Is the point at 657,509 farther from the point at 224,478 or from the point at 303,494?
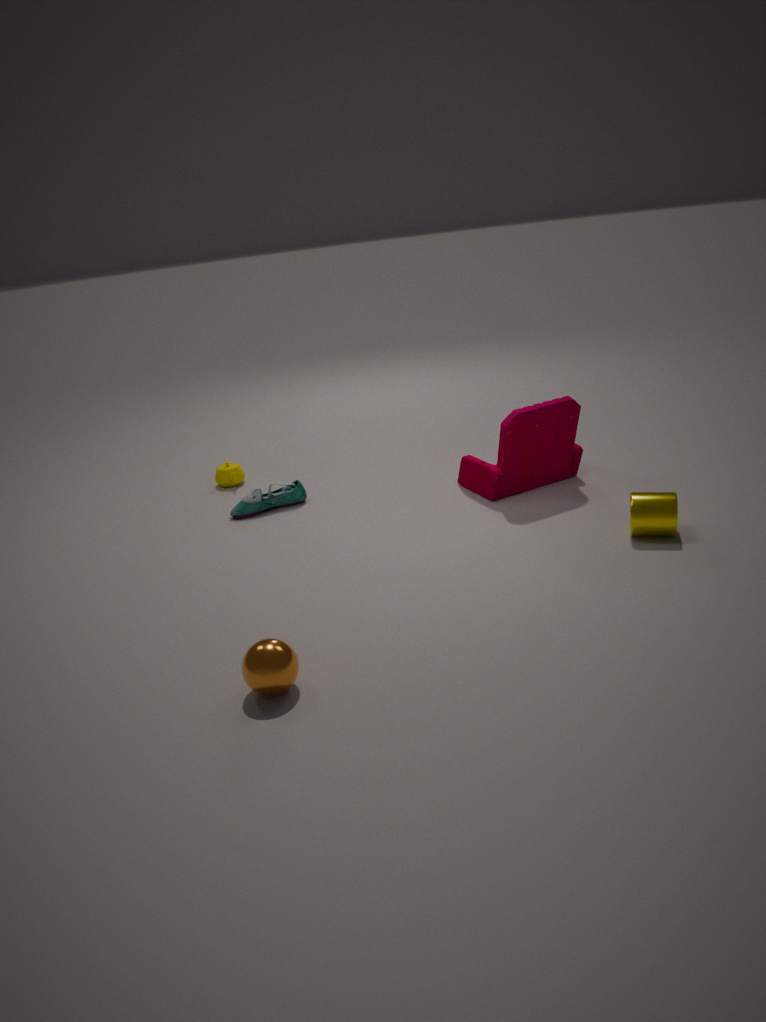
the point at 224,478
